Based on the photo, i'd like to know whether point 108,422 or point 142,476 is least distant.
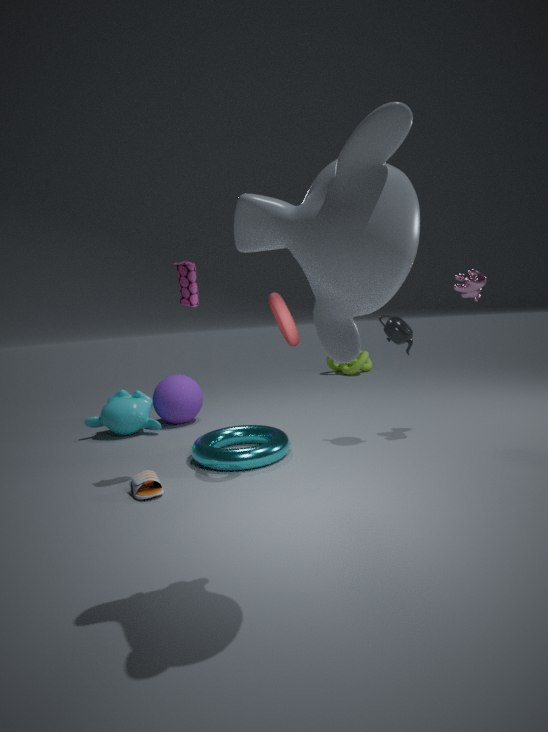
point 142,476
